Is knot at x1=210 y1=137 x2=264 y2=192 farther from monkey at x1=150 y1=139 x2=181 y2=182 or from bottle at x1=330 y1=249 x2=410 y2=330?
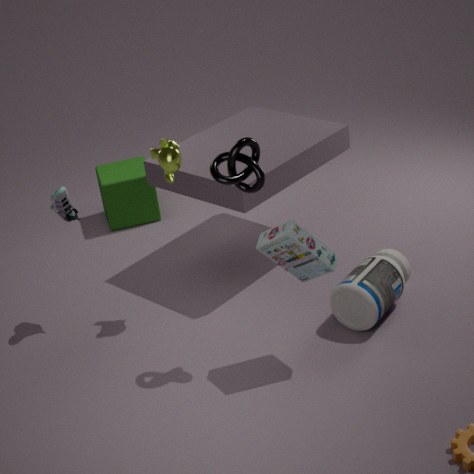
bottle at x1=330 y1=249 x2=410 y2=330
